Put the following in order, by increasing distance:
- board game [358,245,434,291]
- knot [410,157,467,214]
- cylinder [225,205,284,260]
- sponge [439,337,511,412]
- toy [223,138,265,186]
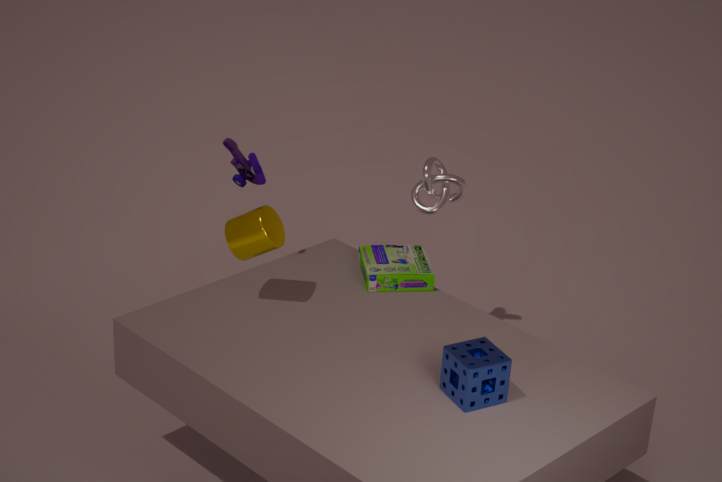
sponge [439,337,511,412], cylinder [225,205,284,260], toy [223,138,265,186], board game [358,245,434,291], knot [410,157,467,214]
